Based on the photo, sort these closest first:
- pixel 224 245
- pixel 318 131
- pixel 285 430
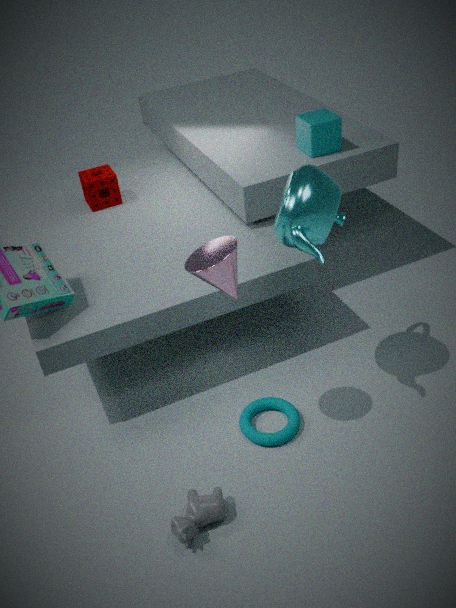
pixel 224 245 → pixel 285 430 → pixel 318 131
